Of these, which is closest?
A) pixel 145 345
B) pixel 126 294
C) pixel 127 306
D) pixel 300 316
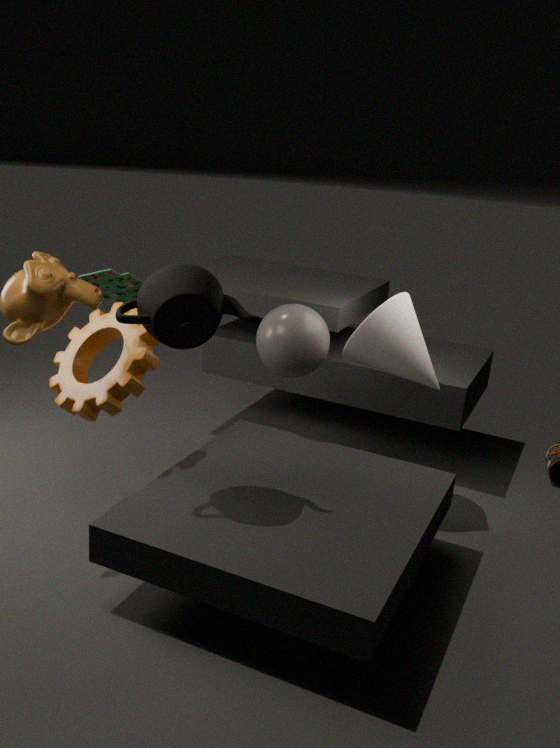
pixel 127 306
